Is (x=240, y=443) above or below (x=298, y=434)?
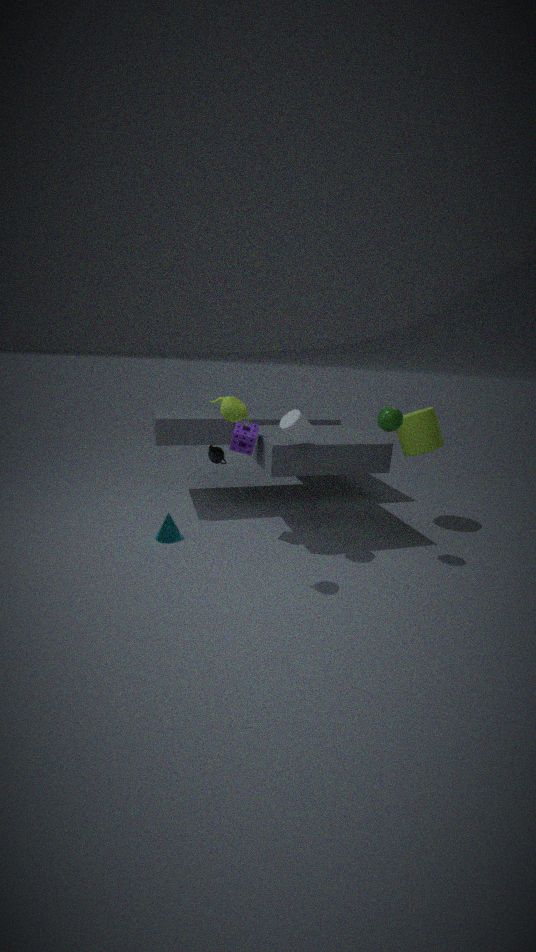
below
